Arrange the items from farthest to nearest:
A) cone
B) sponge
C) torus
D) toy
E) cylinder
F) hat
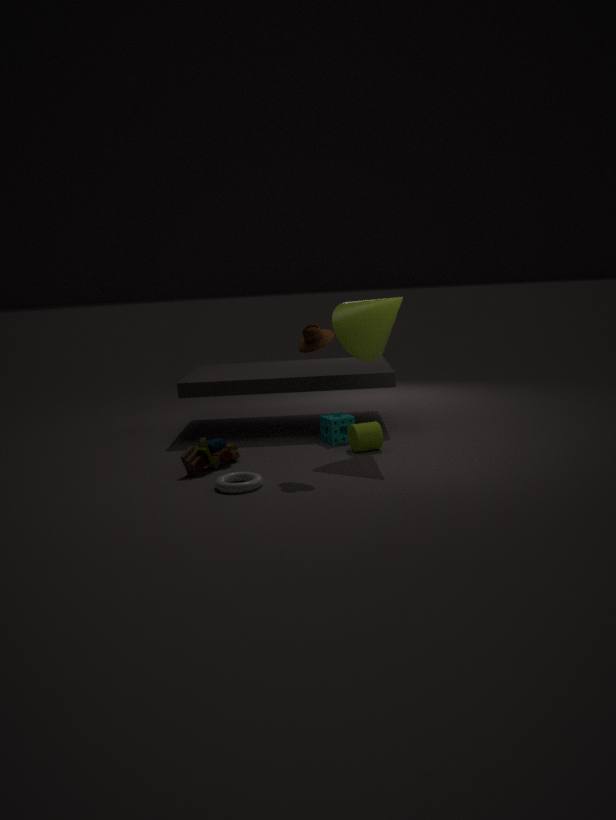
1. sponge
2. cylinder
3. cone
4. toy
5. hat
6. torus
